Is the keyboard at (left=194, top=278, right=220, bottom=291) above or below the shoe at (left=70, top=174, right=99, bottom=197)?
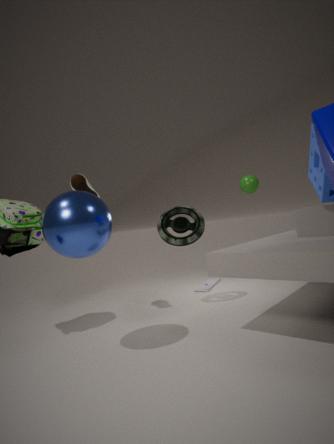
below
